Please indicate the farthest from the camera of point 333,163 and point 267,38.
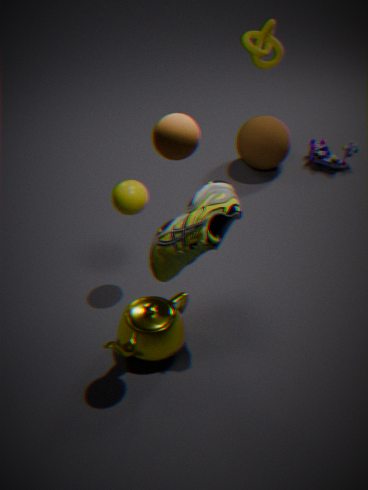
point 333,163
